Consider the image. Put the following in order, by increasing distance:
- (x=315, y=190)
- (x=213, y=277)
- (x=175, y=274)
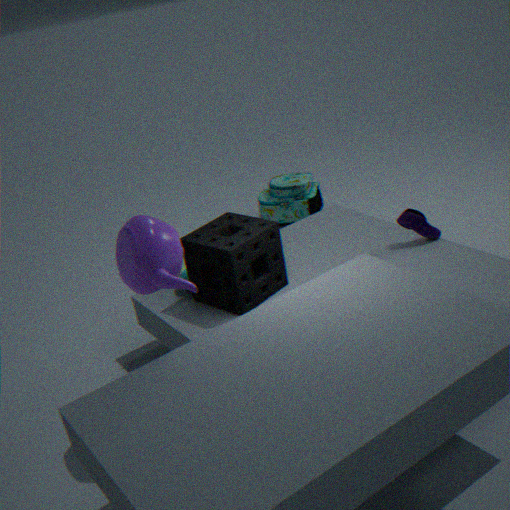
1. (x=175, y=274)
2. (x=213, y=277)
3. (x=315, y=190)
